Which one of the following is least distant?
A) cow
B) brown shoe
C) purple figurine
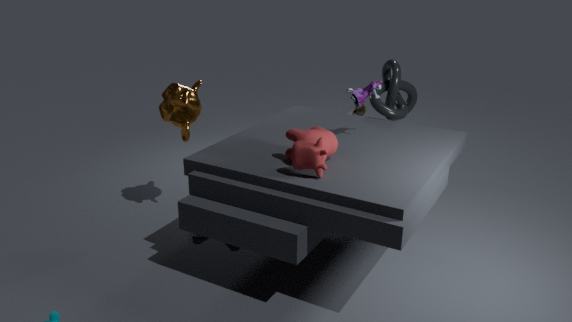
cow
